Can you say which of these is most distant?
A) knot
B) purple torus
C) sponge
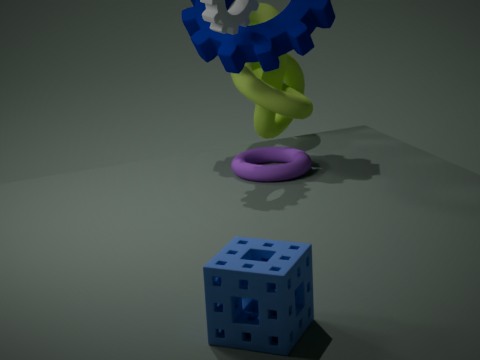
knot
